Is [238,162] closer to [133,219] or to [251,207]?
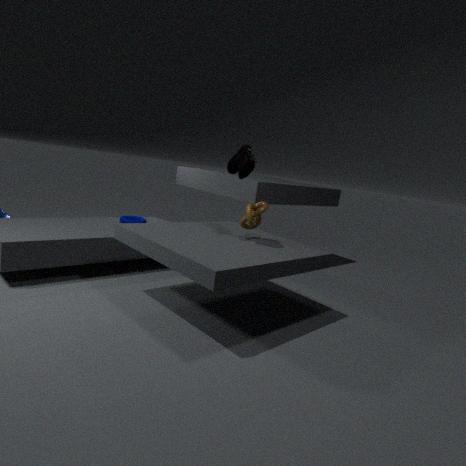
[251,207]
